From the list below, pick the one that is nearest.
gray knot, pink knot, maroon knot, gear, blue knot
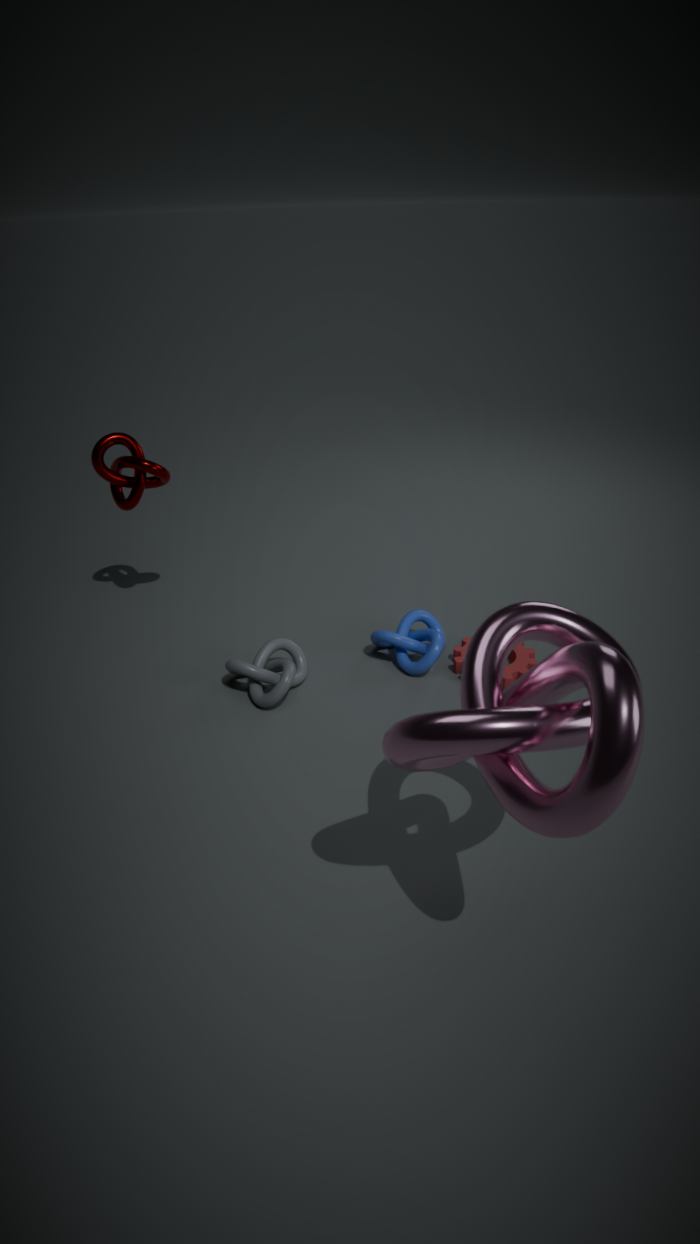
pink knot
